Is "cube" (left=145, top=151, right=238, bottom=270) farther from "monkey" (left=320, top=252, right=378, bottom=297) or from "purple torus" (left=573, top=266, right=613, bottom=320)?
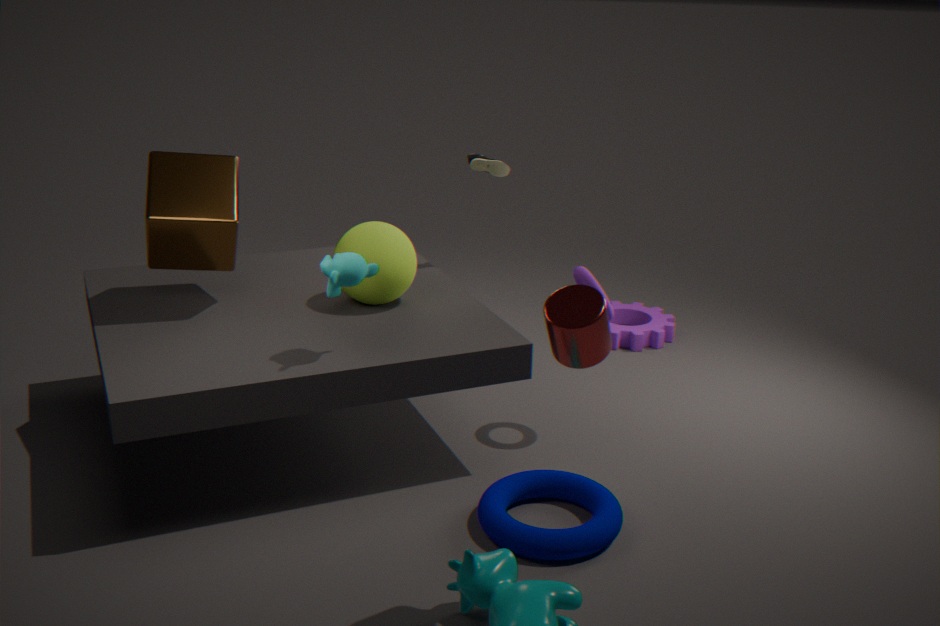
"purple torus" (left=573, top=266, right=613, bottom=320)
